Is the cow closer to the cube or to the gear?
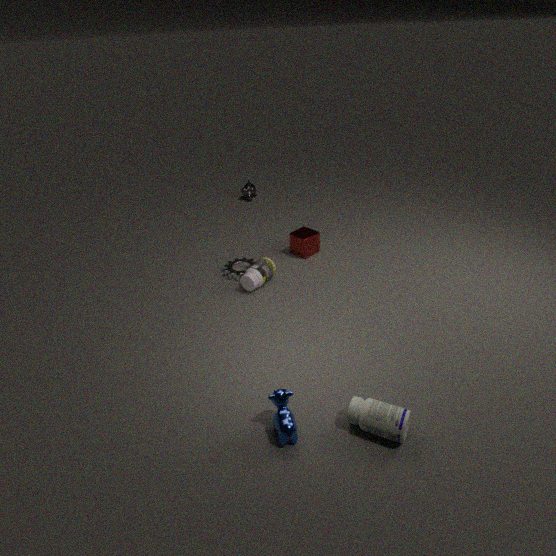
the gear
